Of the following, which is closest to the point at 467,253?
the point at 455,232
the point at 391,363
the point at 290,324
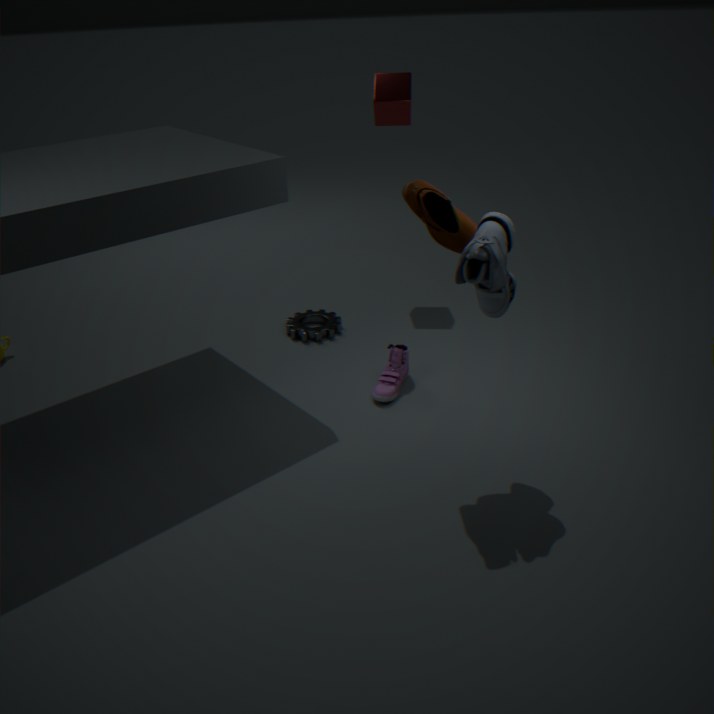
the point at 455,232
